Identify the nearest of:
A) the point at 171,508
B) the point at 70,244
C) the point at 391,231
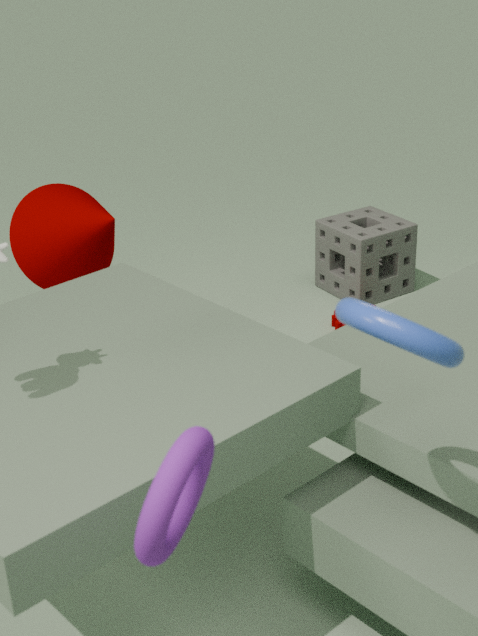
the point at 171,508
